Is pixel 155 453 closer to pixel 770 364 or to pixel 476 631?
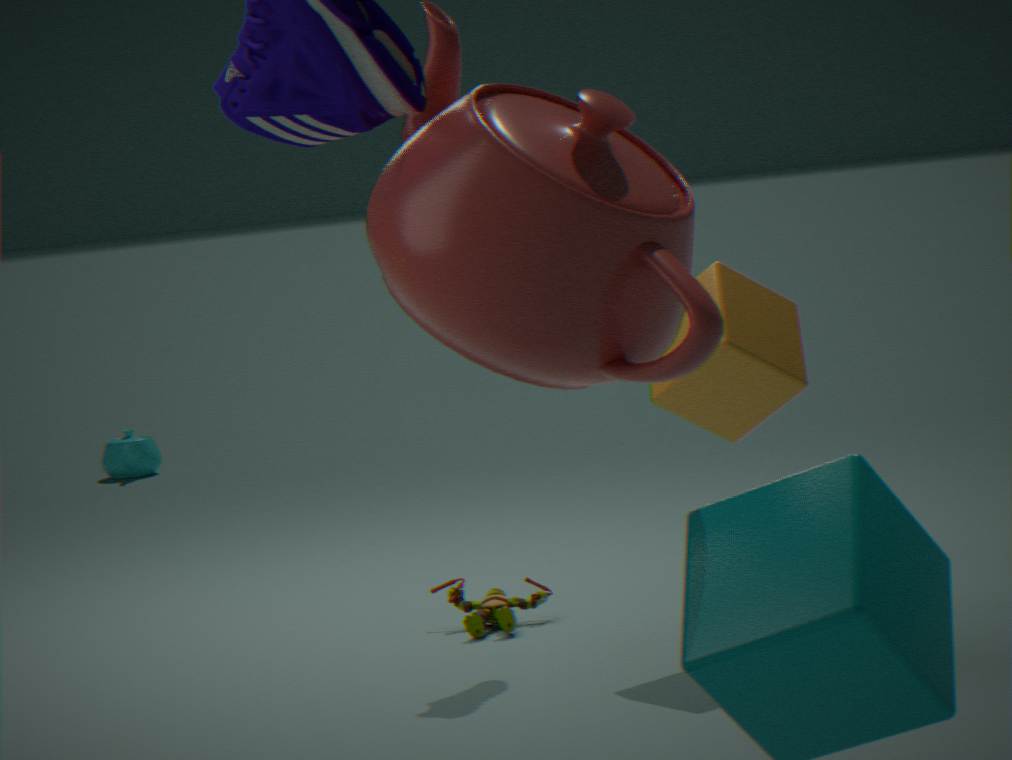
pixel 476 631
